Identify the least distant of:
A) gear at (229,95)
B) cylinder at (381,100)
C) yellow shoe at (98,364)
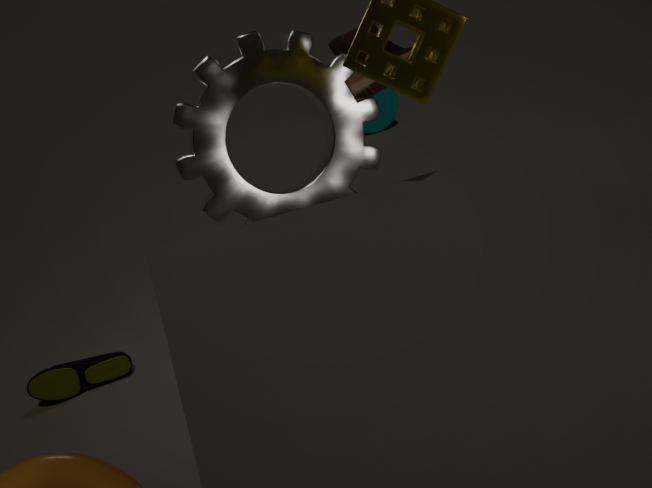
gear at (229,95)
